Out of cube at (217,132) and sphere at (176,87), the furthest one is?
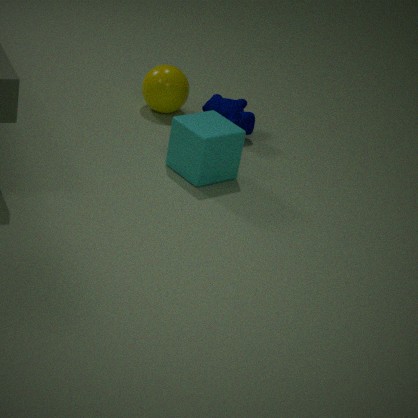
sphere at (176,87)
